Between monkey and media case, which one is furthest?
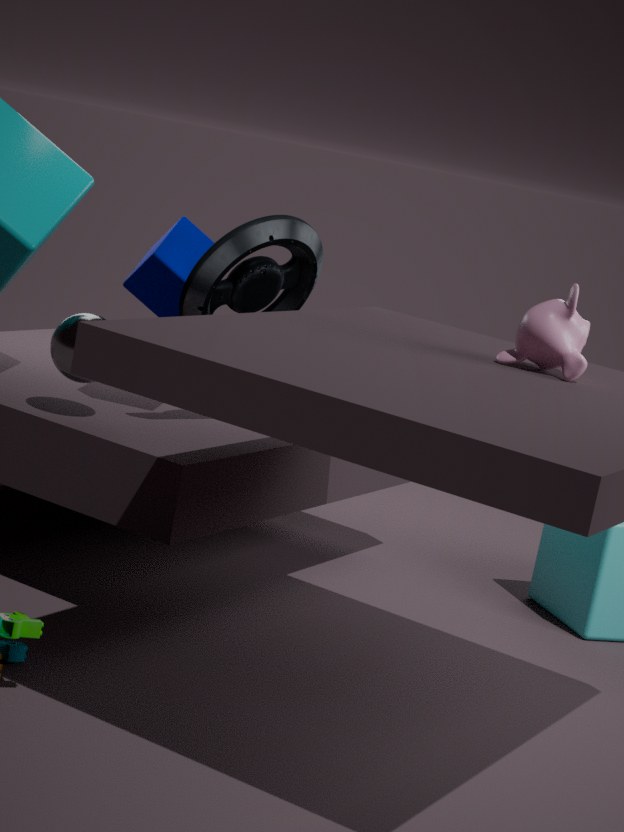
media case
